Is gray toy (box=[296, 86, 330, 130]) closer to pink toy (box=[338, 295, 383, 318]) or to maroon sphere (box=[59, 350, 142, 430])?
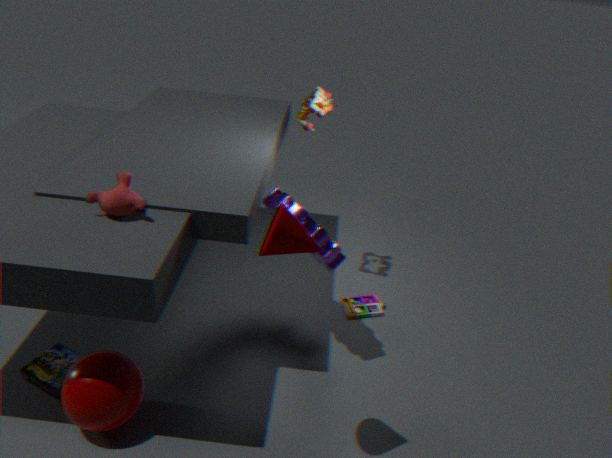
pink toy (box=[338, 295, 383, 318])
